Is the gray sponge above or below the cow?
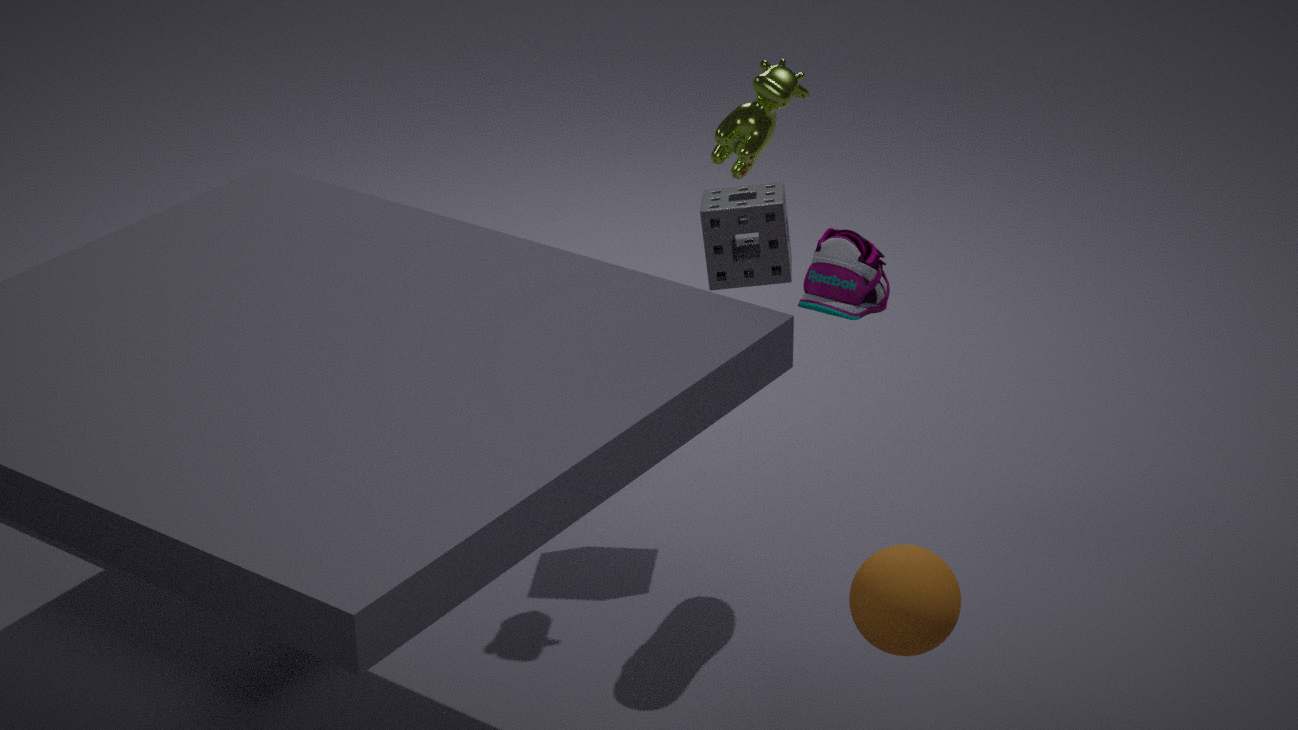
below
